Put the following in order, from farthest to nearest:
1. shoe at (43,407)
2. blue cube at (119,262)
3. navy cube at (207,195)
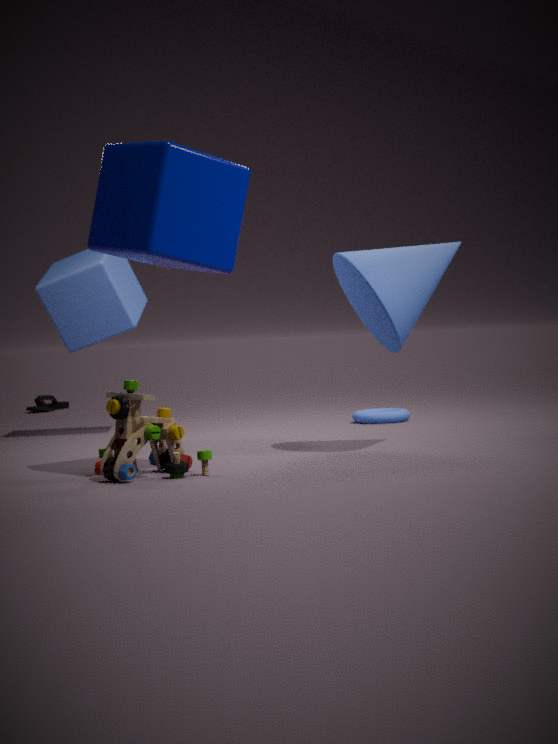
shoe at (43,407) → blue cube at (119,262) → navy cube at (207,195)
